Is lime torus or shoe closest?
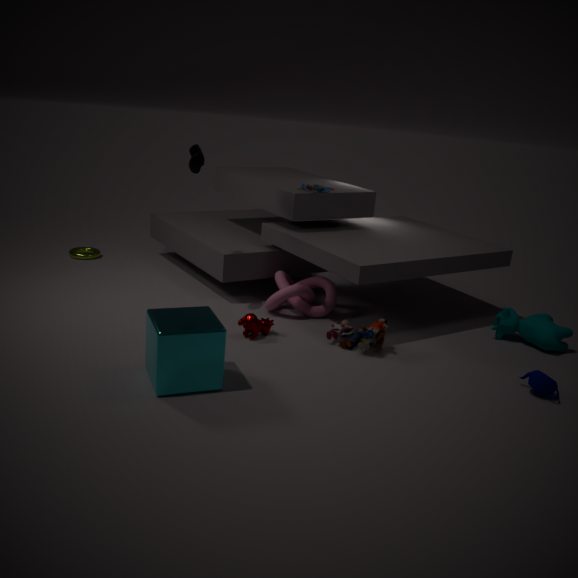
shoe
